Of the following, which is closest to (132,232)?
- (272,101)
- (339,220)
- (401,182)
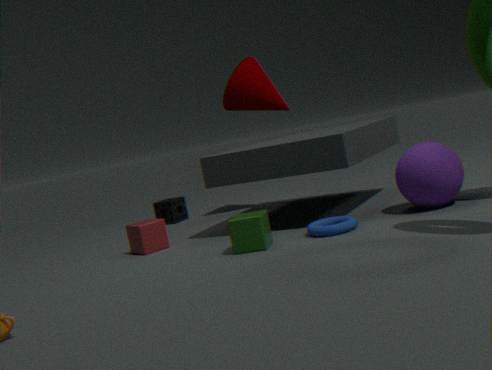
(339,220)
